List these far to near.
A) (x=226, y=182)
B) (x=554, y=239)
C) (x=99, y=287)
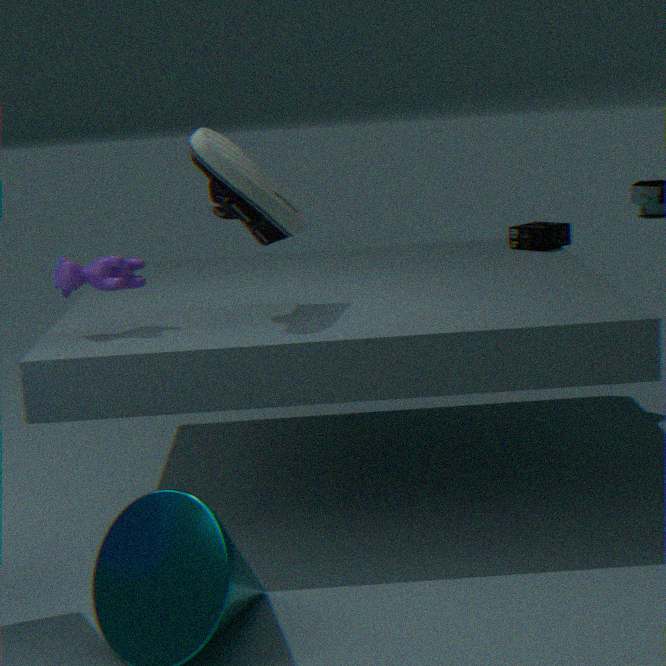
(x=554, y=239), (x=99, y=287), (x=226, y=182)
